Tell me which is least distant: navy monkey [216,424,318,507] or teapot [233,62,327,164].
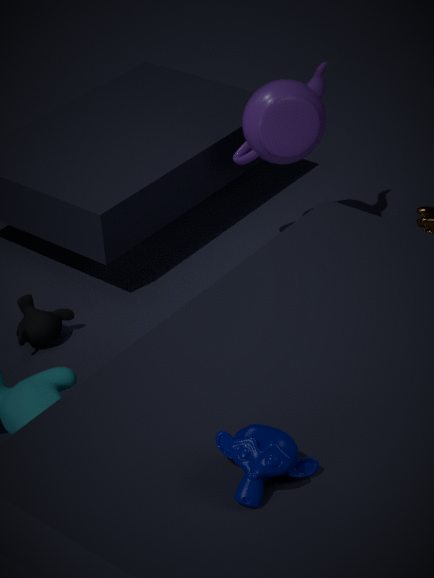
navy monkey [216,424,318,507]
